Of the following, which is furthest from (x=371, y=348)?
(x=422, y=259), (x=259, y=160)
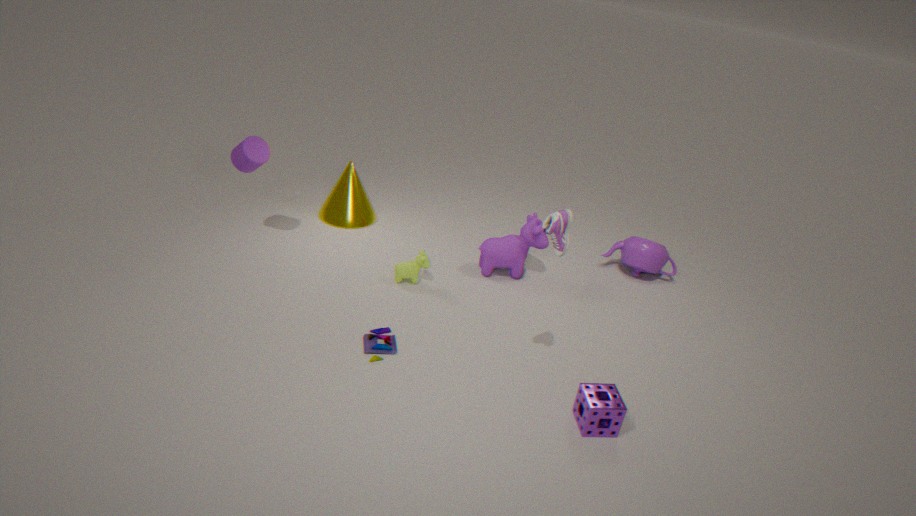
(x=259, y=160)
